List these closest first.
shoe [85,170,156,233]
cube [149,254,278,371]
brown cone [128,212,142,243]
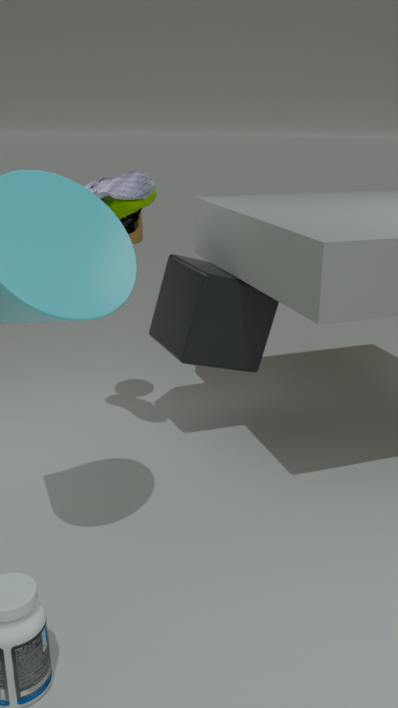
shoe [85,170,156,233] → cube [149,254,278,371] → brown cone [128,212,142,243]
